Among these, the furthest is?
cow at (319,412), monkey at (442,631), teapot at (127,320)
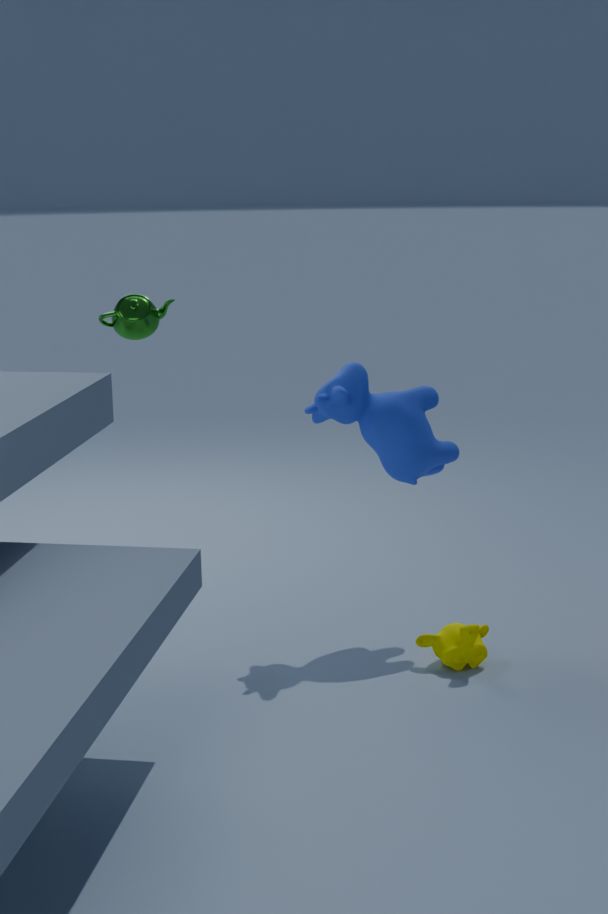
teapot at (127,320)
